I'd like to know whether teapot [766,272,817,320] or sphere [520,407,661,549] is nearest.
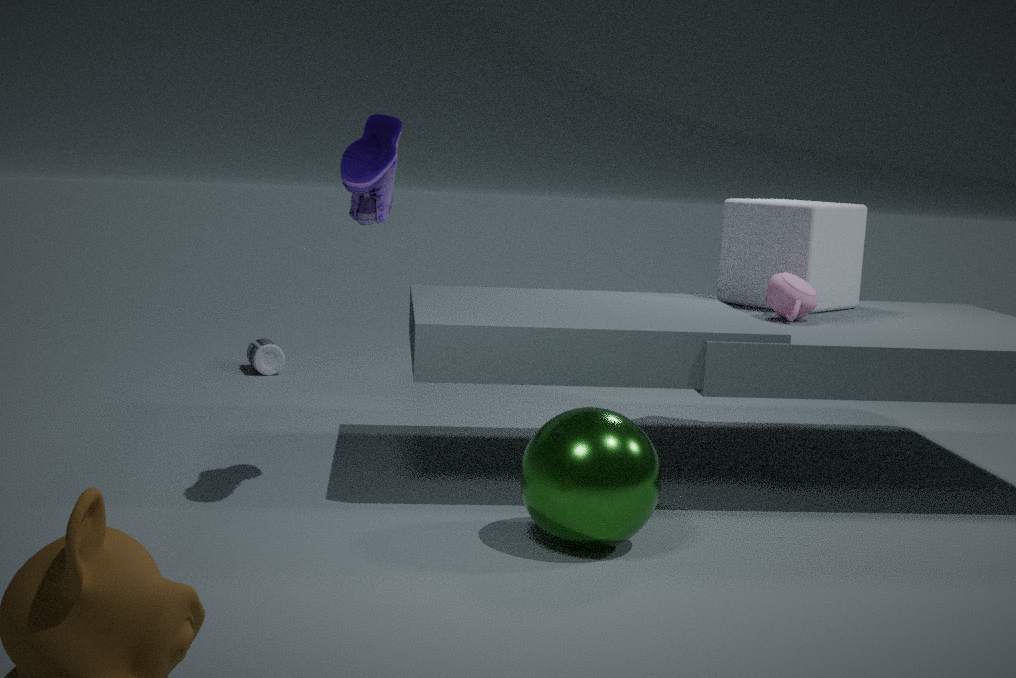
sphere [520,407,661,549]
